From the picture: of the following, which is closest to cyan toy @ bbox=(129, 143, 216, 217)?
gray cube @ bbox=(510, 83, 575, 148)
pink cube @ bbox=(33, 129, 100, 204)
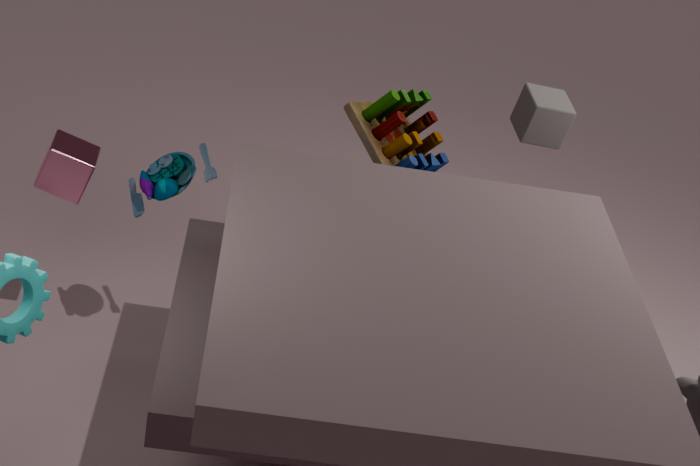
pink cube @ bbox=(33, 129, 100, 204)
